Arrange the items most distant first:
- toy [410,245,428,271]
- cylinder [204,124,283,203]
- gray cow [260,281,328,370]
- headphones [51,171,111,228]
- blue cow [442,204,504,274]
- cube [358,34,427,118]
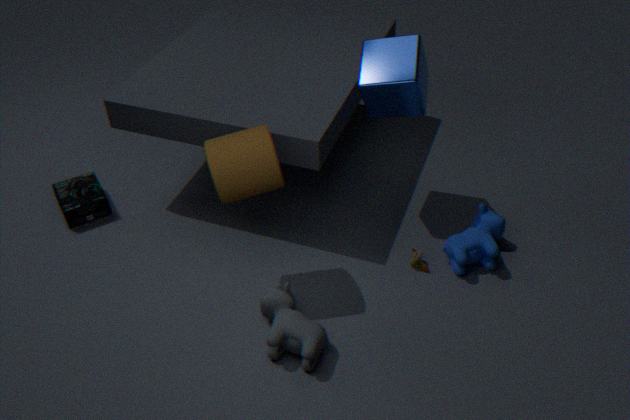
headphones [51,171,111,228] → toy [410,245,428,271] → blue cow [442,204,504,274] → cube [358,34,427,118] → gray cow [260,281,328,370] → cylinder [204,124,283,203]
